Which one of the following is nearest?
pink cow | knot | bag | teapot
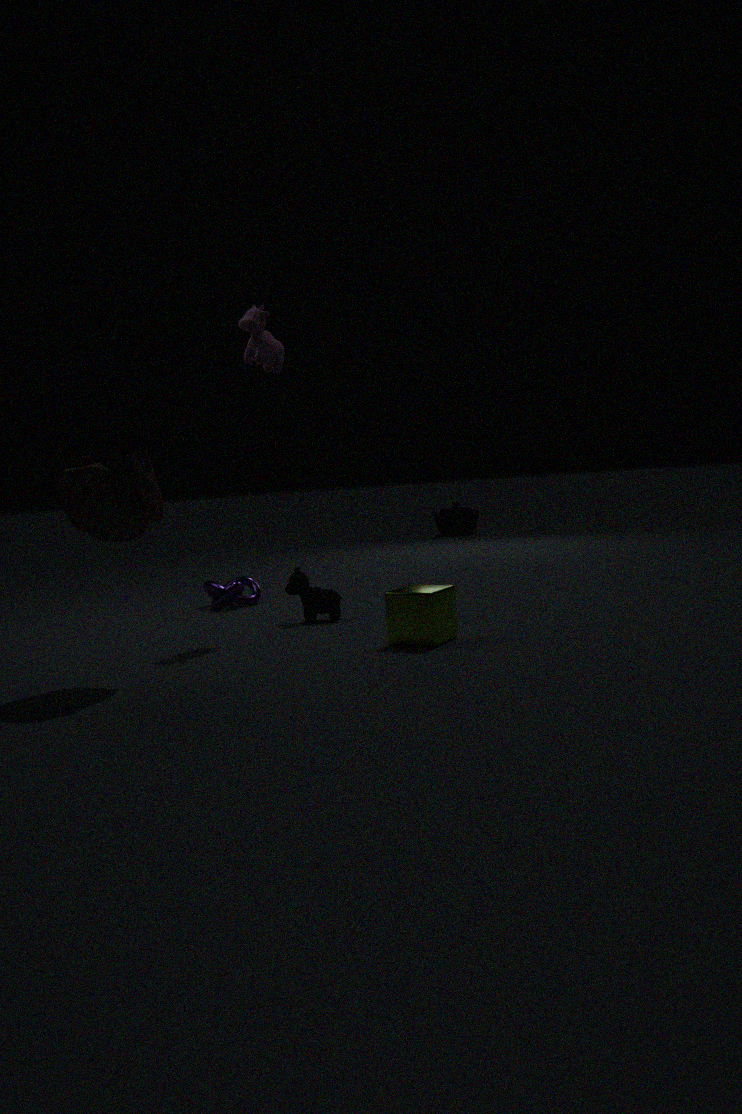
bag
